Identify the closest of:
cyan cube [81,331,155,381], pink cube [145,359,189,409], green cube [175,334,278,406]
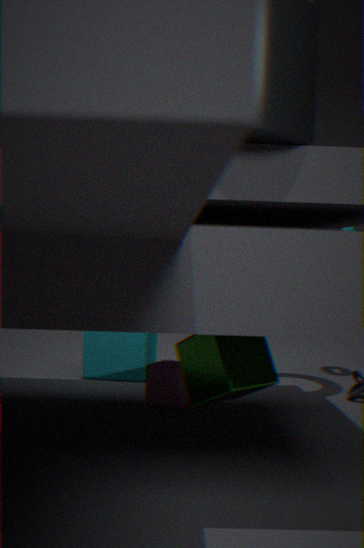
green cube [175,334,278,406]
